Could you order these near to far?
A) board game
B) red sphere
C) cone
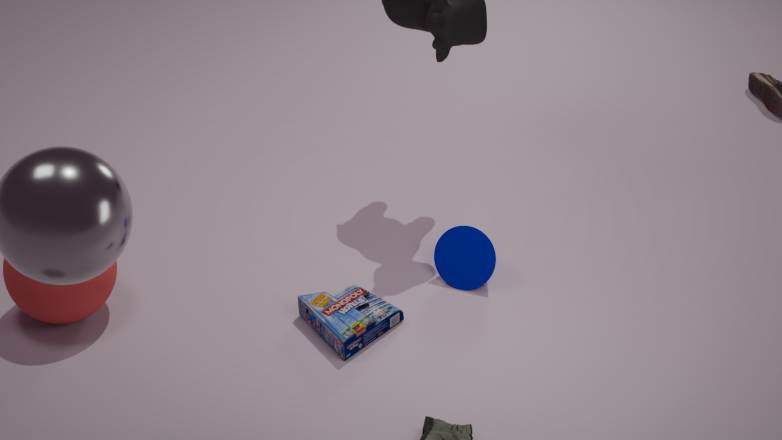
red sphere → board game → cone
